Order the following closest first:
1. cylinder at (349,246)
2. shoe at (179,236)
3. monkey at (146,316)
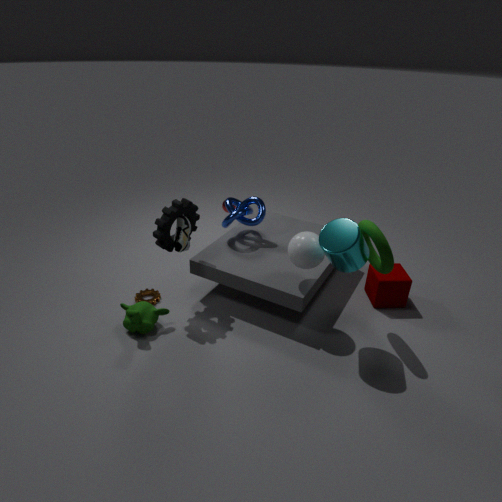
cylinder at (349,246) < monkey at (146,316) < shoe at (179,236)
